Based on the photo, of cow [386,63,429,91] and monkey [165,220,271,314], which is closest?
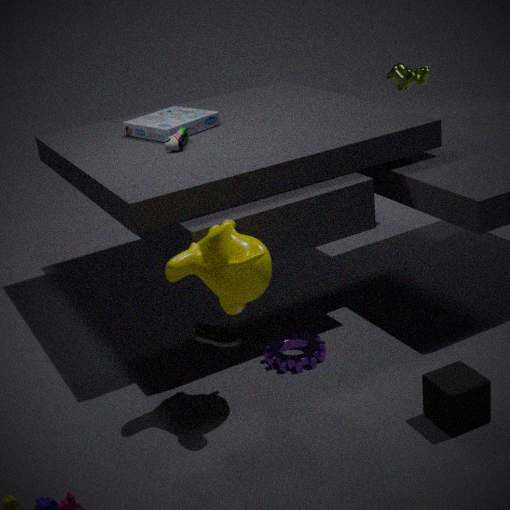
monkey [165,220,271,314]
